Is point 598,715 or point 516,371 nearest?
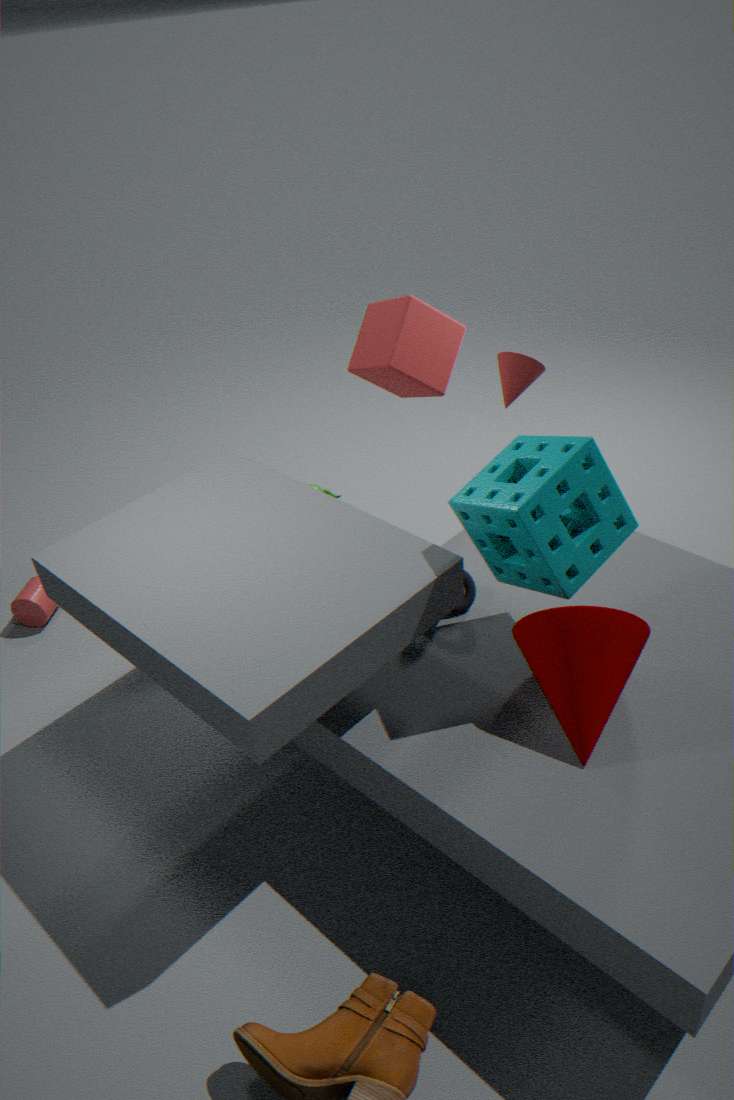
point 598,715
